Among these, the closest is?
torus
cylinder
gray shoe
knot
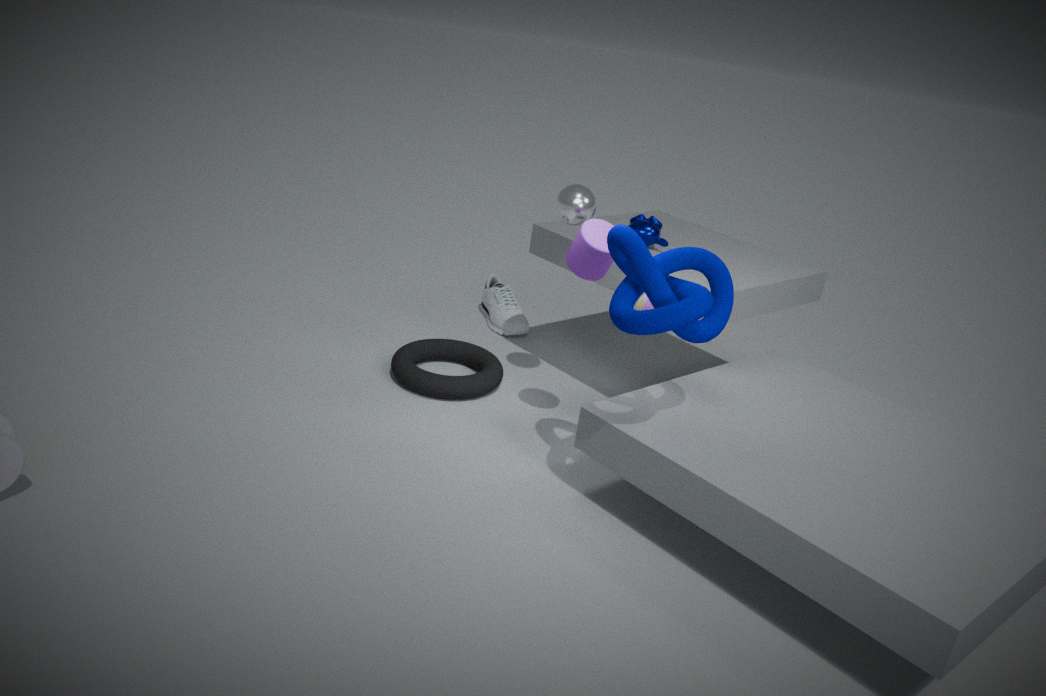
knot
